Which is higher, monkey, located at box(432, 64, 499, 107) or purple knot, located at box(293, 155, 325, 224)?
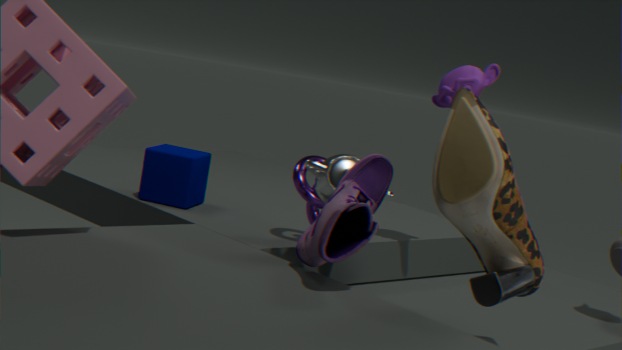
monkey, located at box(432, 64, 499, 107)
